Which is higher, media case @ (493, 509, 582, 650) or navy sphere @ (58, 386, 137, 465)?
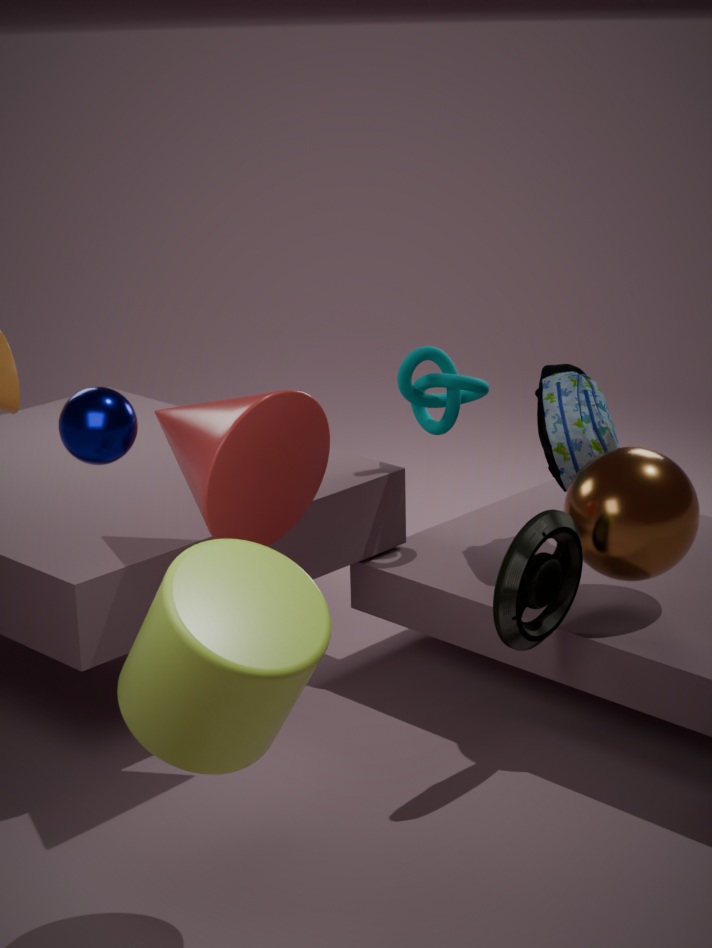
navy sphere @ (58, 386, 137, 465)
